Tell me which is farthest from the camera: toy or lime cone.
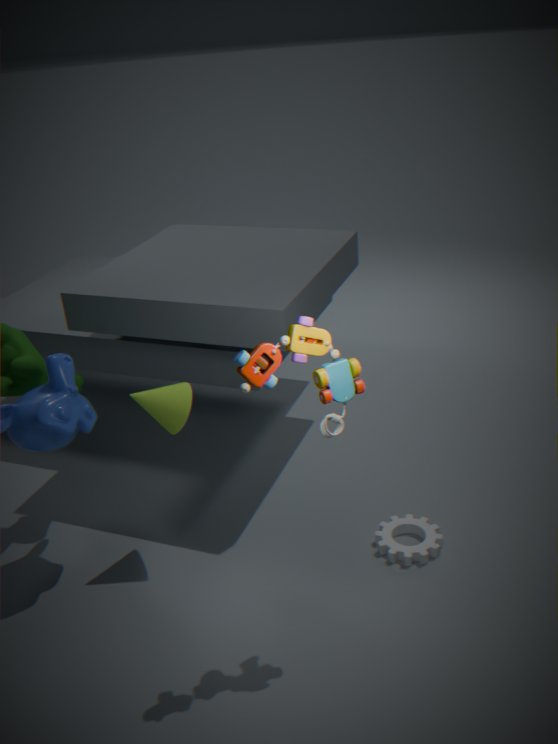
lime cone
